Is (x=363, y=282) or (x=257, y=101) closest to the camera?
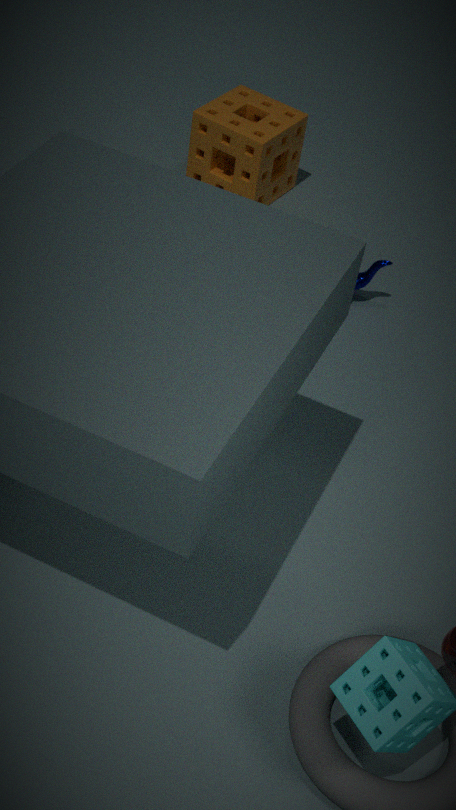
(x=363, y=282)
